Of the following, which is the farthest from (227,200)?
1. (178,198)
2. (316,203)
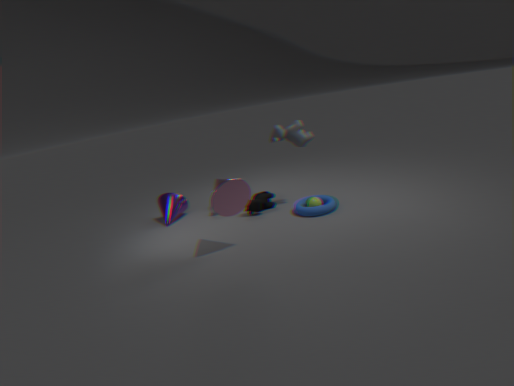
(178,198)
